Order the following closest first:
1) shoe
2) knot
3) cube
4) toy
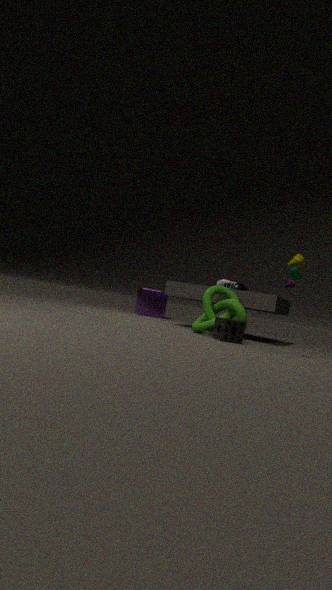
4. toy
2. knot
1. shoe
3. cube
